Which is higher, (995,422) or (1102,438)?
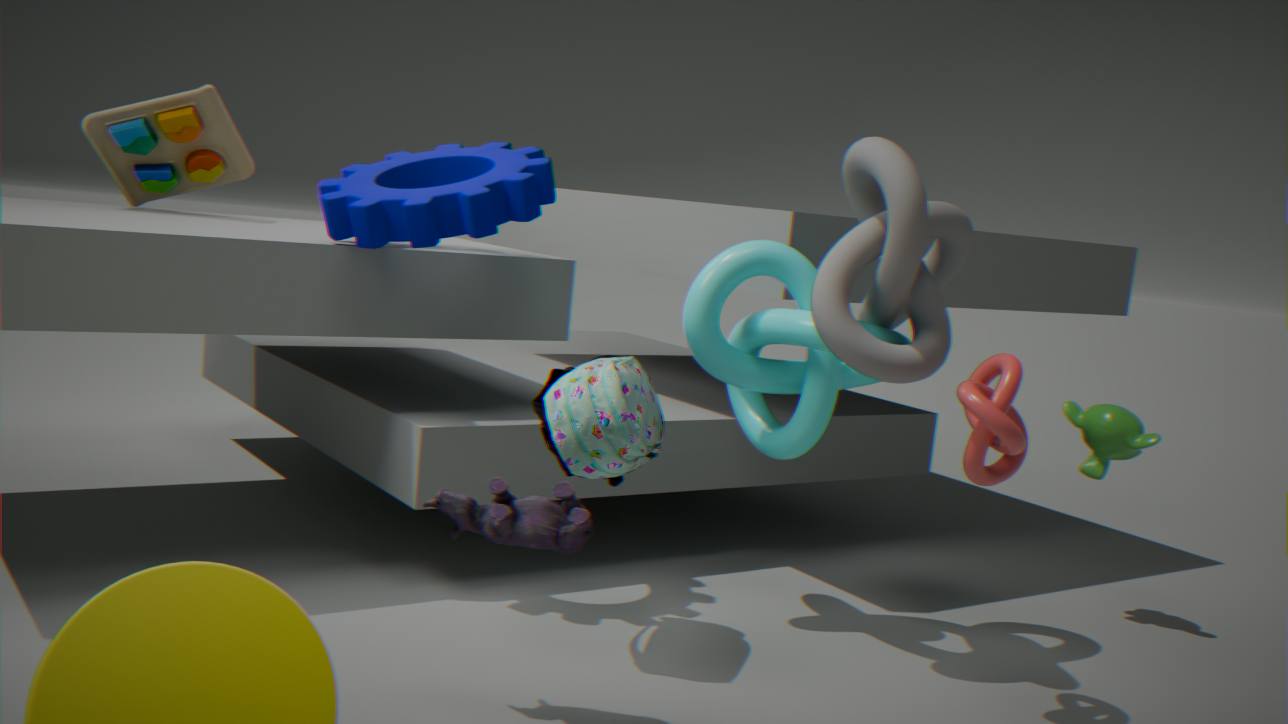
(995,422)
